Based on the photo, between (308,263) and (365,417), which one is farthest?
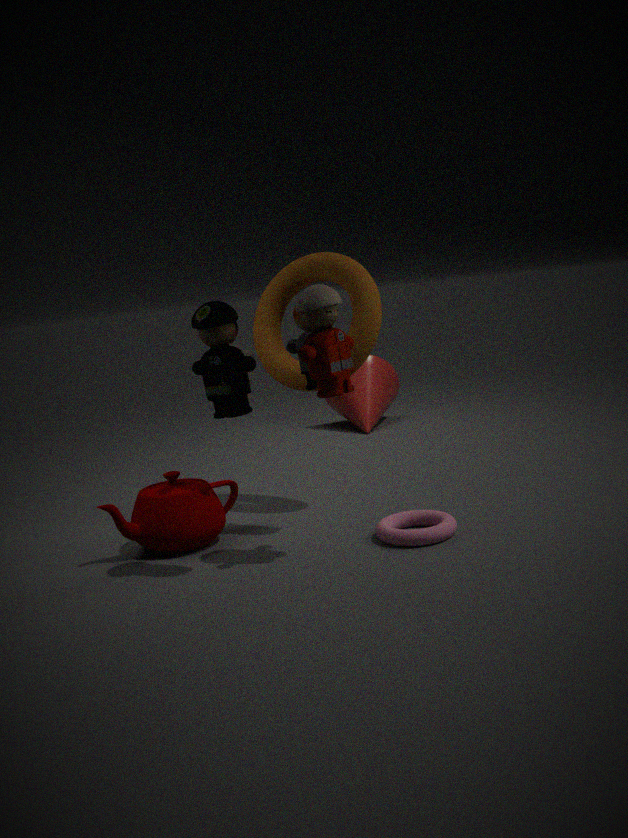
(365,417)
